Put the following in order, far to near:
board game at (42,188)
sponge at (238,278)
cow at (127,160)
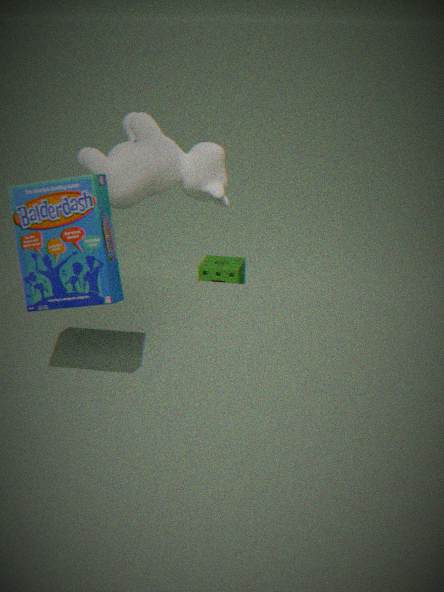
sponge at (238,278) → cow at (127,160) → board game at (42,188)
